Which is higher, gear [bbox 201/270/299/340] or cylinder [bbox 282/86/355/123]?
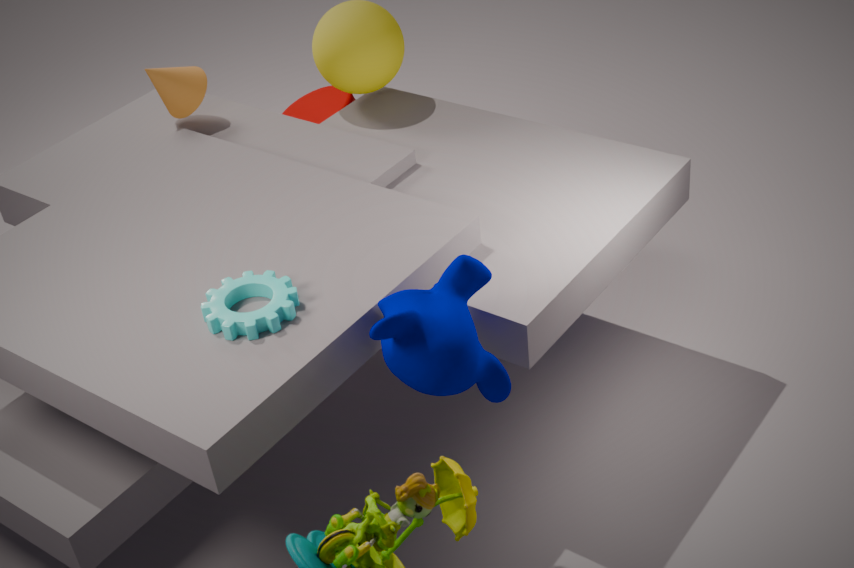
gear [bbox 201/270/299/340]
